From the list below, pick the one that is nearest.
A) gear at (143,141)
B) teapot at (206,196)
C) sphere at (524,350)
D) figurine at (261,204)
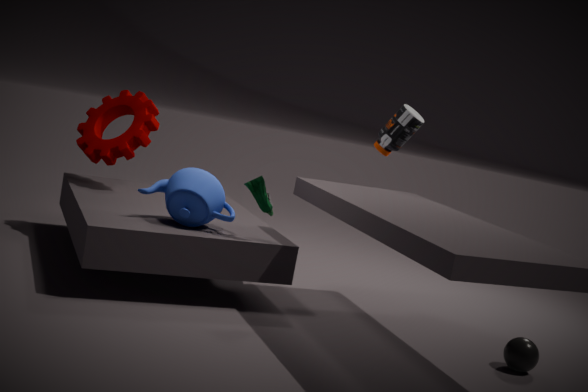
sphere at (524,350)
